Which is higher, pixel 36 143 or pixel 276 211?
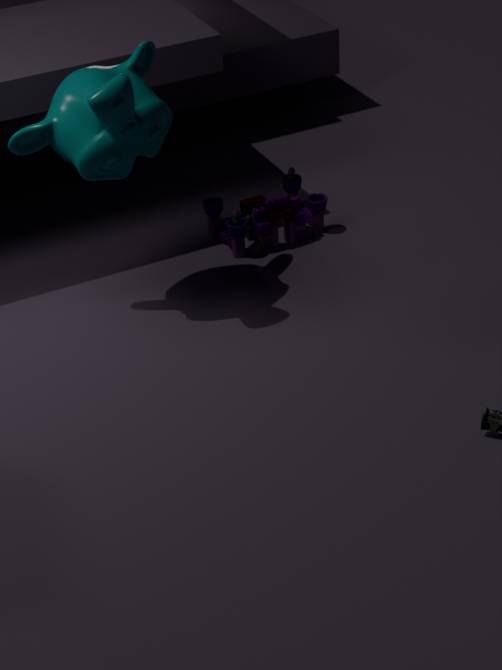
pixel 36 143
